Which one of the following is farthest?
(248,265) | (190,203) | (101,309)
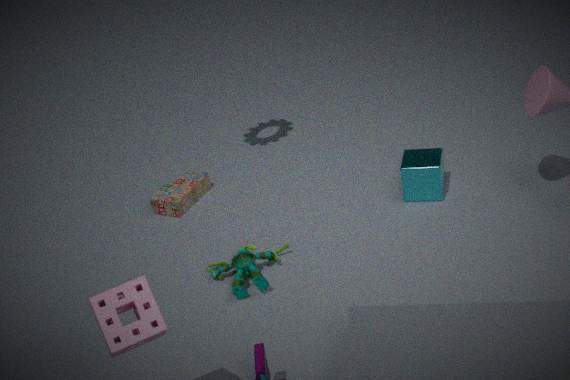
(190,203)
